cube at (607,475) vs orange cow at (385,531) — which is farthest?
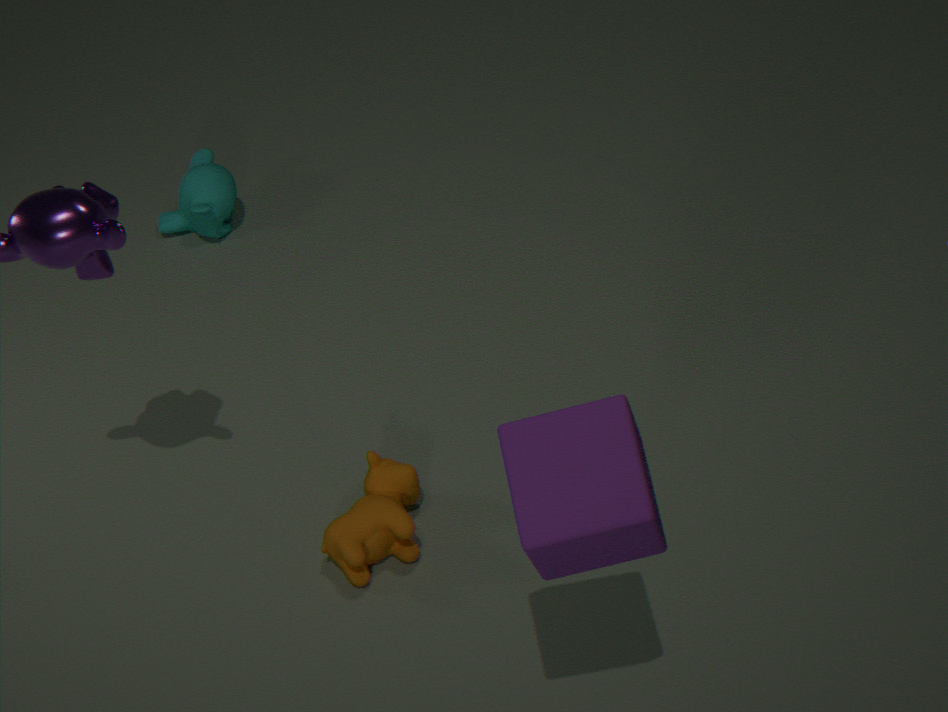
orange cow at (385,531)
